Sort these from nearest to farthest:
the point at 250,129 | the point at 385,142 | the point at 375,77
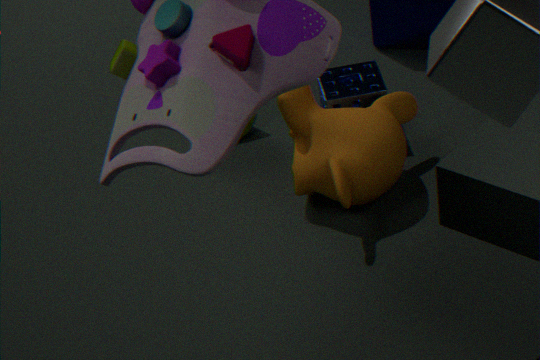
the point at 385,142 → the point at 375,77 → the point at 250,129
